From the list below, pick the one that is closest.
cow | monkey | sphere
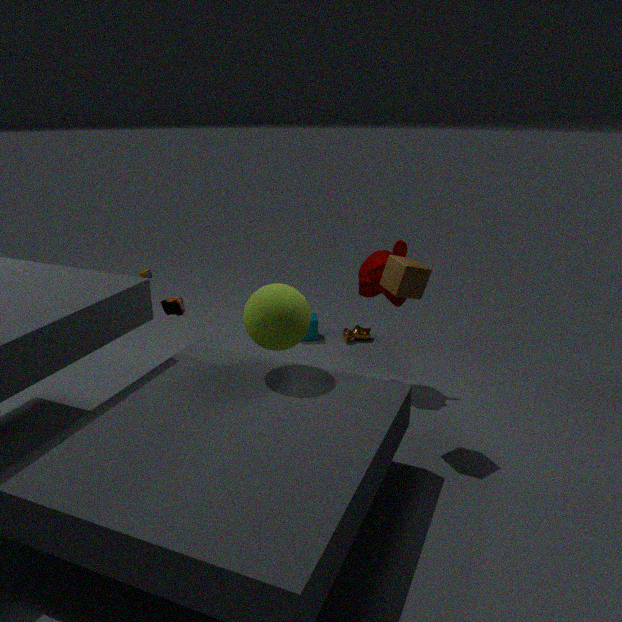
sphere
